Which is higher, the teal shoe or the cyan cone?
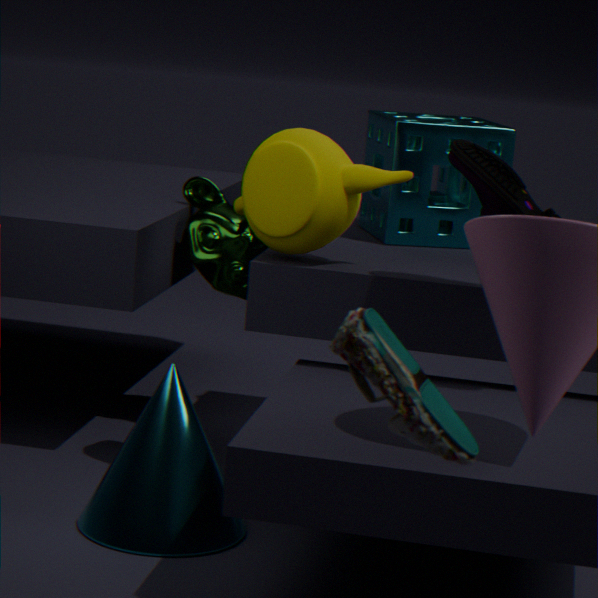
the teal shoe
